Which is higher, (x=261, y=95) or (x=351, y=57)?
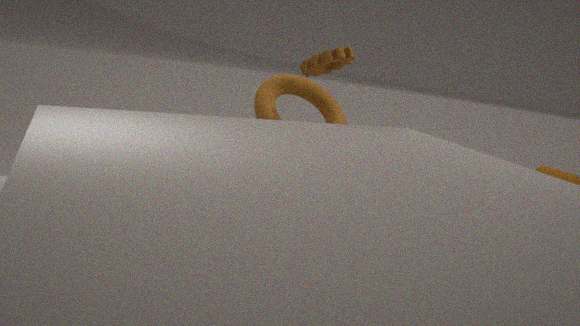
(x=351, y=57)
